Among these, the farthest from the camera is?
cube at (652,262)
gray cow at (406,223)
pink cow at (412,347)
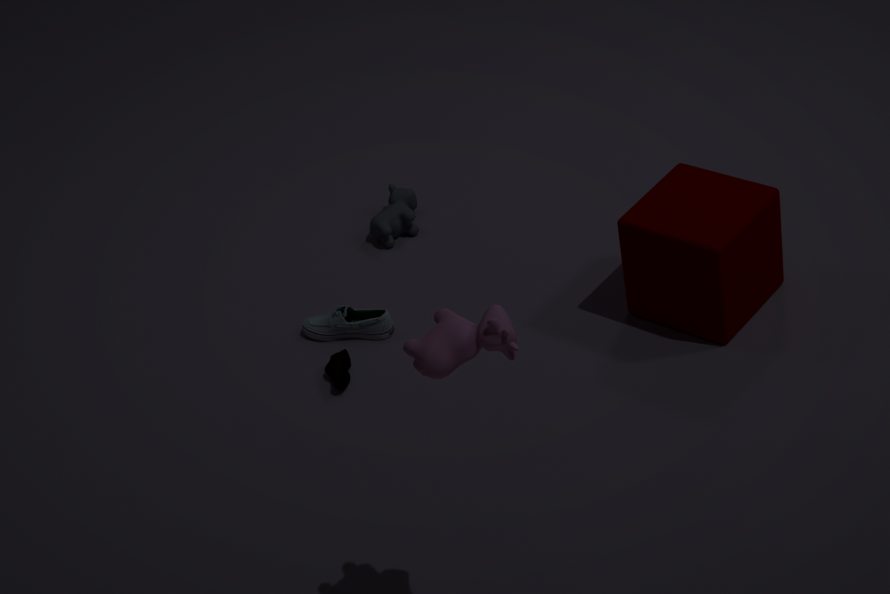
gray cow at (406,223)
